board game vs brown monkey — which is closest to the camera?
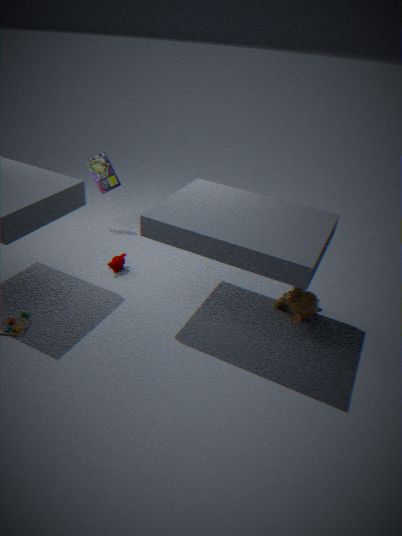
brown monkey
